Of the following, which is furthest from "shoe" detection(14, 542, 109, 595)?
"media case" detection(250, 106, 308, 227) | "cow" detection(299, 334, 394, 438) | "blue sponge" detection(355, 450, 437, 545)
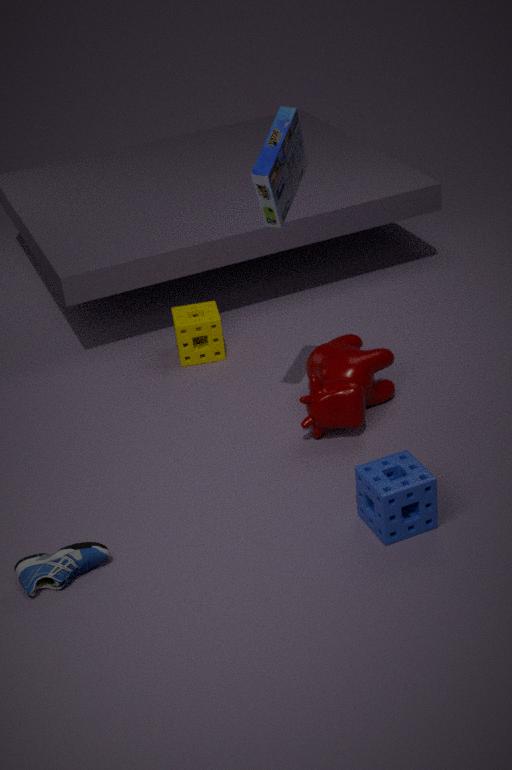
"media case" detection(250, 106, 308, 227)
